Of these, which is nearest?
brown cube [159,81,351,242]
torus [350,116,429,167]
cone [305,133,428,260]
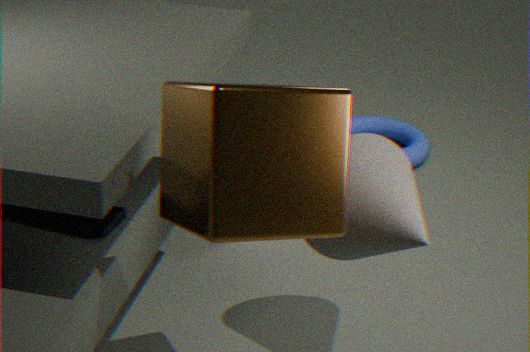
brown cube [159,81,351,242]
